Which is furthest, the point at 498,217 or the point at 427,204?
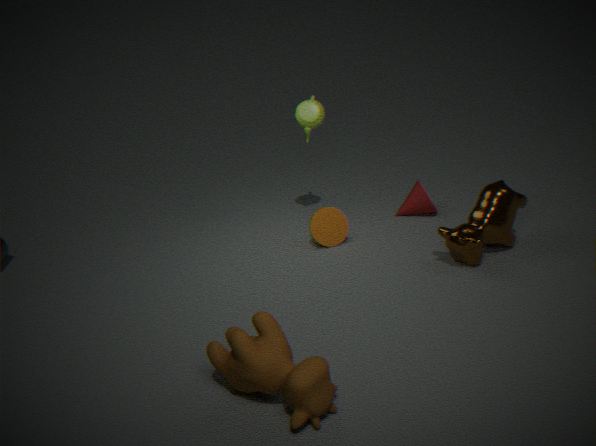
the point at 427,204
